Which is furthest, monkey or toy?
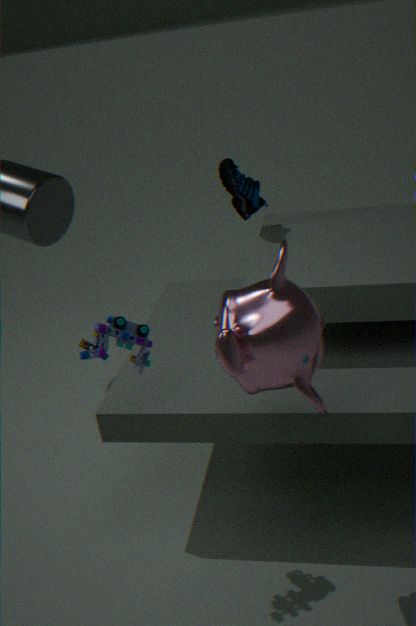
toy
